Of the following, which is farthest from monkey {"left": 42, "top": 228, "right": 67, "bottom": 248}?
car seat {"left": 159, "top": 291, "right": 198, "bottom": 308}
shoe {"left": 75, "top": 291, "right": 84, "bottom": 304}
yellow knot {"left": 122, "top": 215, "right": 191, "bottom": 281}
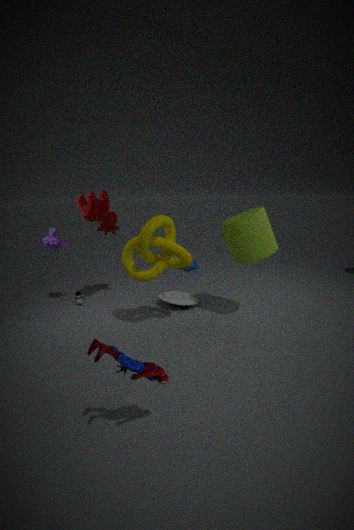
car seat {"left": 159, "top": 291, "right": 198, "bottom": 308}
